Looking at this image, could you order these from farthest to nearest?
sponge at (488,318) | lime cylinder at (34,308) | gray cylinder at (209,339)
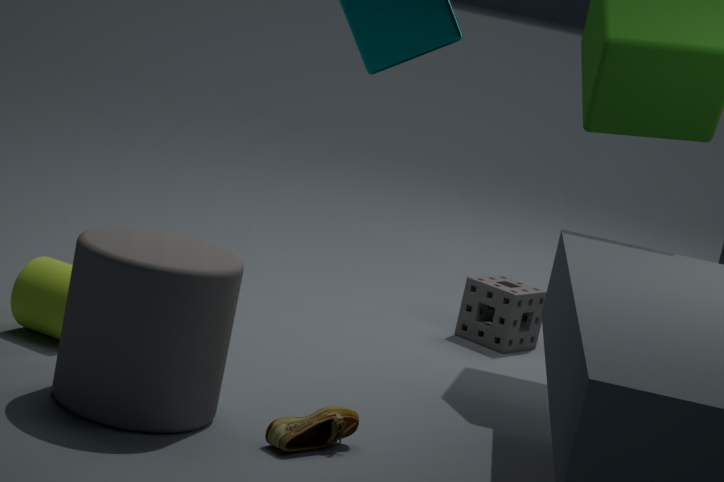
sponge at (488,318) → lime cylinder at (34,308) → gray cylinder at (209,339)
